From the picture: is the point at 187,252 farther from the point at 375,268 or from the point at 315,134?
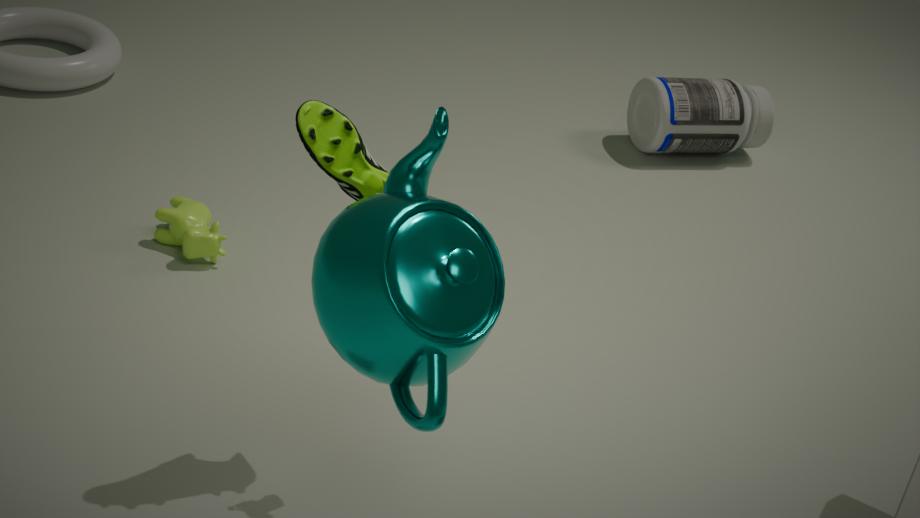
the point at 375,268
